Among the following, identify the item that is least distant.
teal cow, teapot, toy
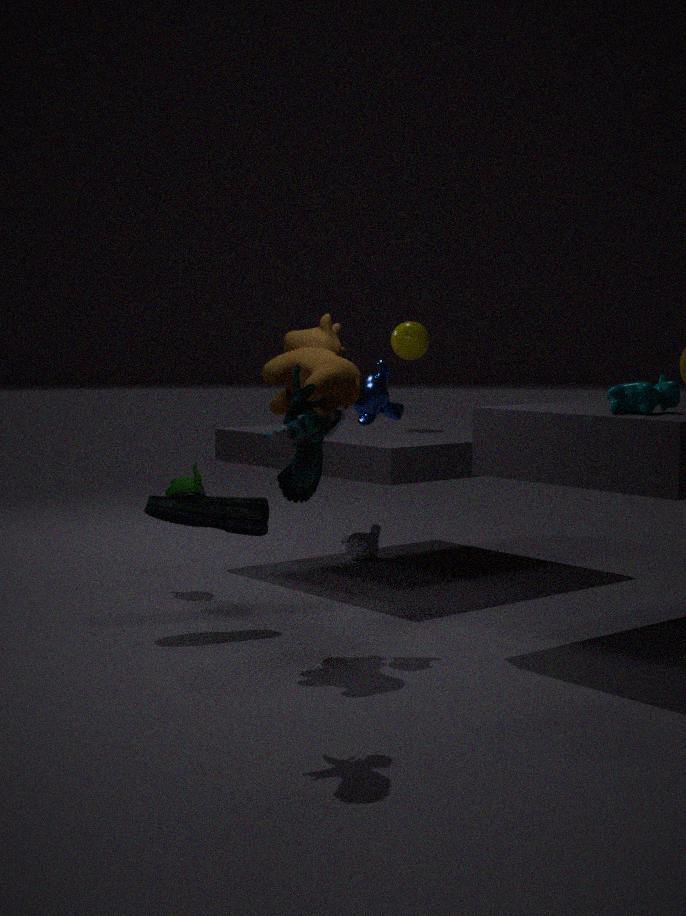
toy
